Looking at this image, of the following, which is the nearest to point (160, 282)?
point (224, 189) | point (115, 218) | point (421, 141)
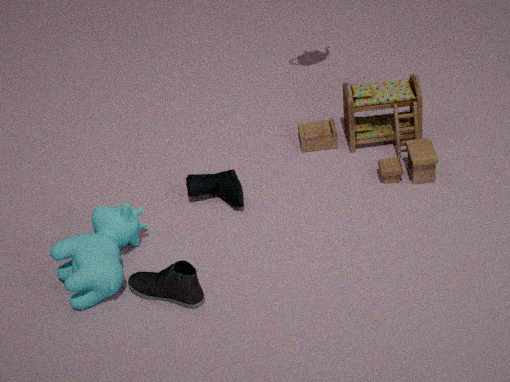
point (115, 218)
